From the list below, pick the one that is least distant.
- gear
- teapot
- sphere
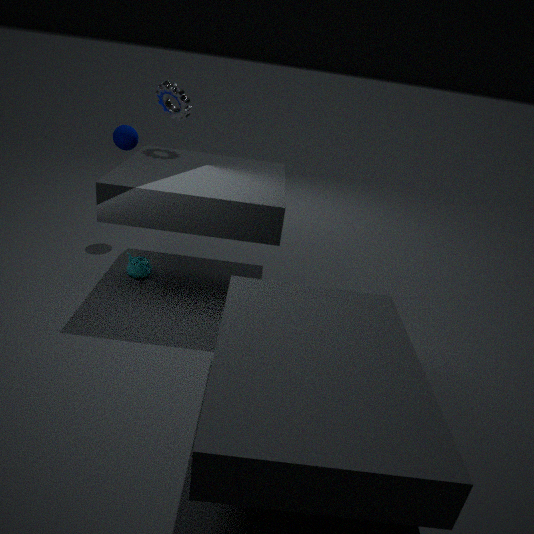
teapot
